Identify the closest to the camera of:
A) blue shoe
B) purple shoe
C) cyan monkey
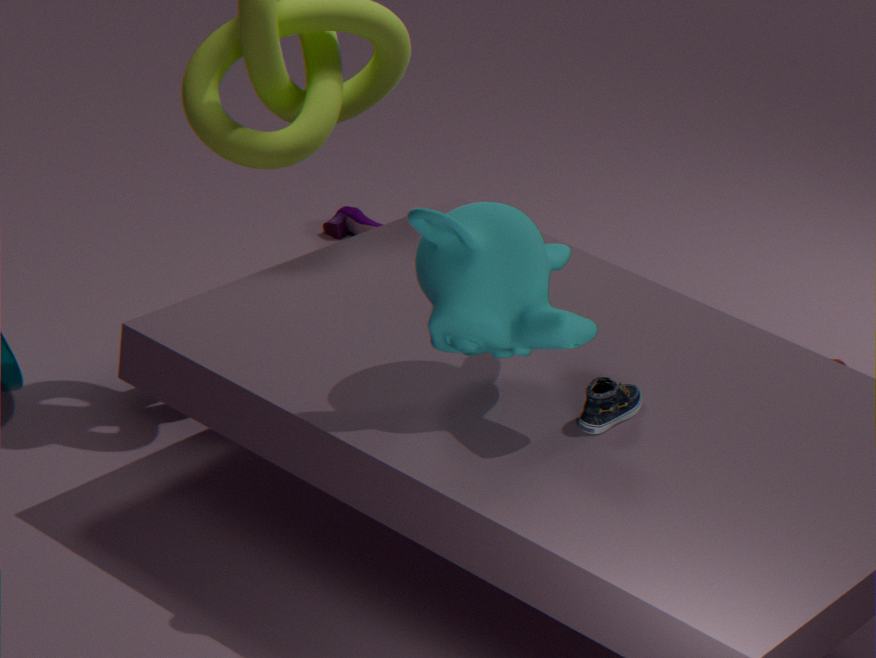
cyan monkey
